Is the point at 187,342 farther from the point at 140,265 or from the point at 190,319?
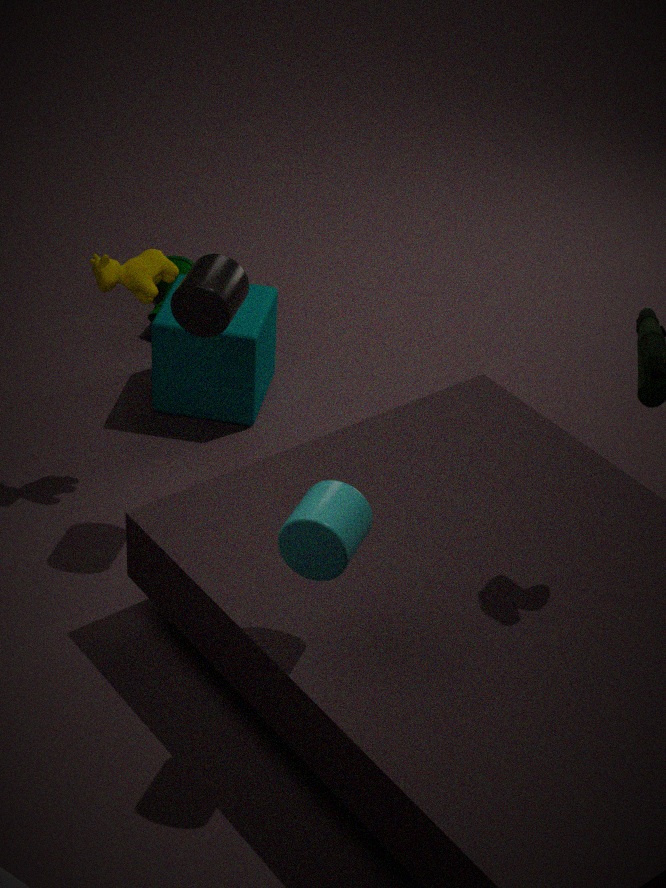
the point at 190,319
